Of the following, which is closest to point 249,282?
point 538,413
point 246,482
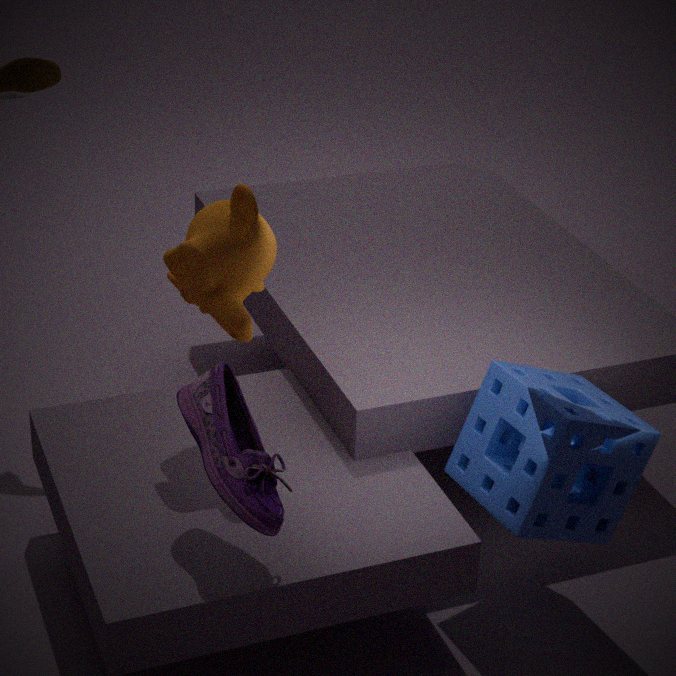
point 246,482
